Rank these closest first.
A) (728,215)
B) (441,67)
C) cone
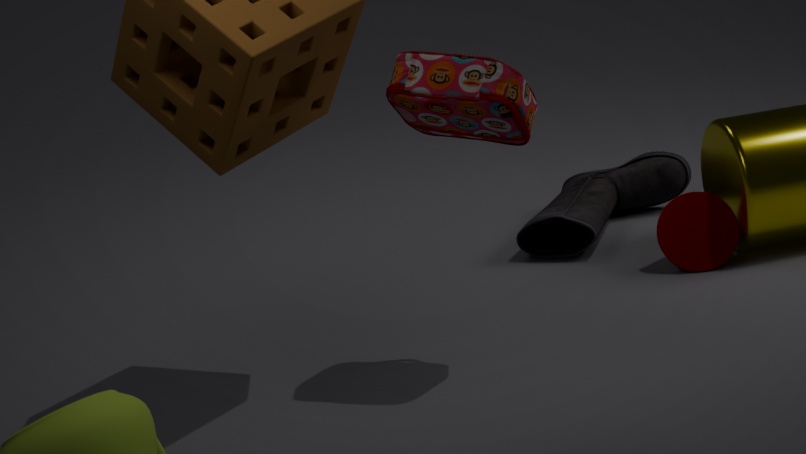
cone
(441,67)
(728,215)
